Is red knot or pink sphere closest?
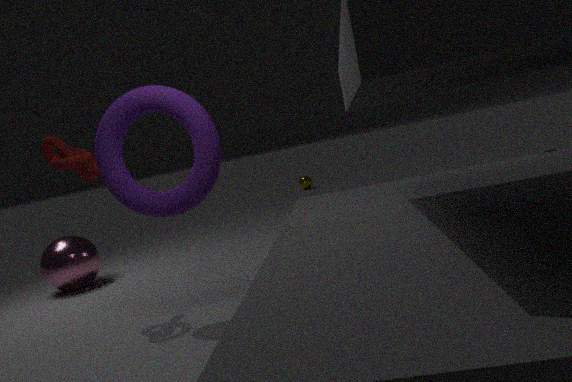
red knot
